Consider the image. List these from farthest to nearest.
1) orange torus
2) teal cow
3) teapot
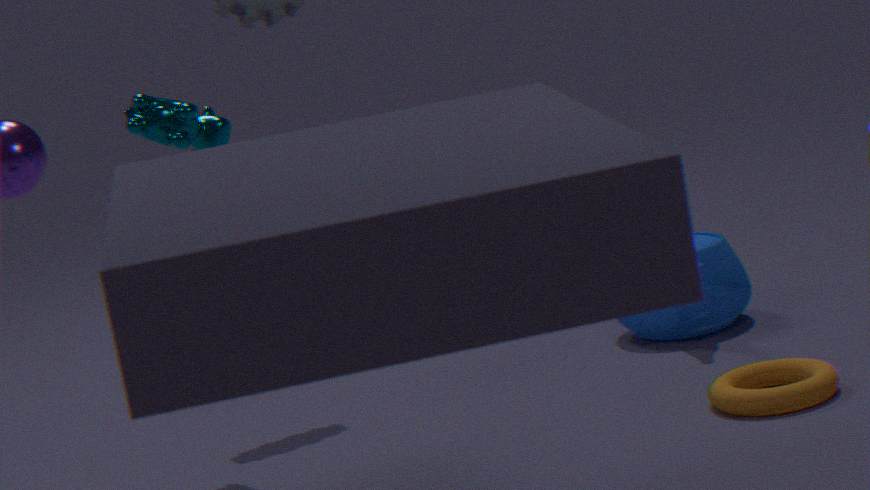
3. teapot
2. teal cow
1. orange torus
